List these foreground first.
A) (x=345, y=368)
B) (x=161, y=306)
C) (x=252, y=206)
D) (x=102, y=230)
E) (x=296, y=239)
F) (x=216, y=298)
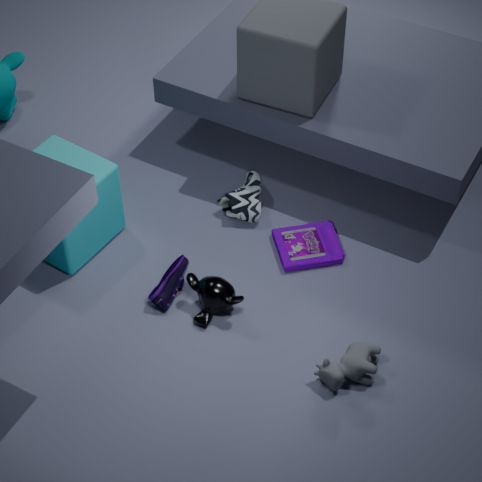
(x=345, y=368)
(x=216, y=298)
(x=161, y=306)
(x=102, y=230)
(x=296, y=239)
(x=252, y=206)
